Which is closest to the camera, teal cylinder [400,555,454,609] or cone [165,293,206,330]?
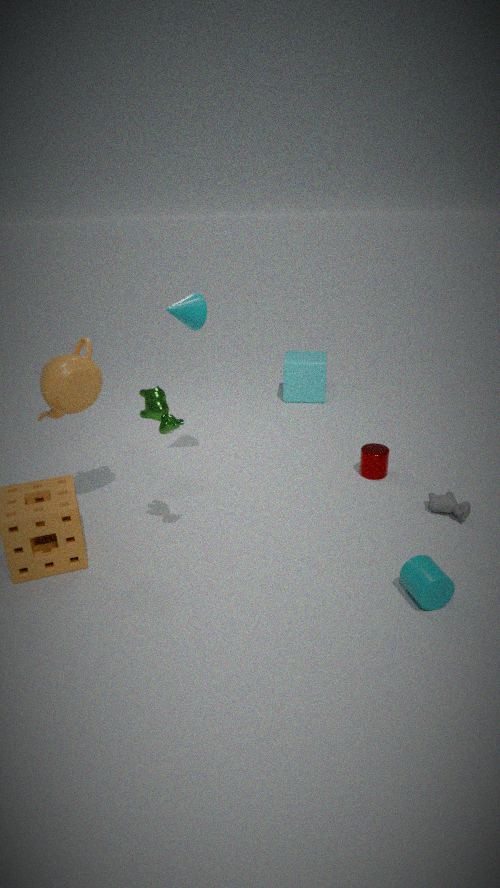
teal cylinder [400,555,454,609]
